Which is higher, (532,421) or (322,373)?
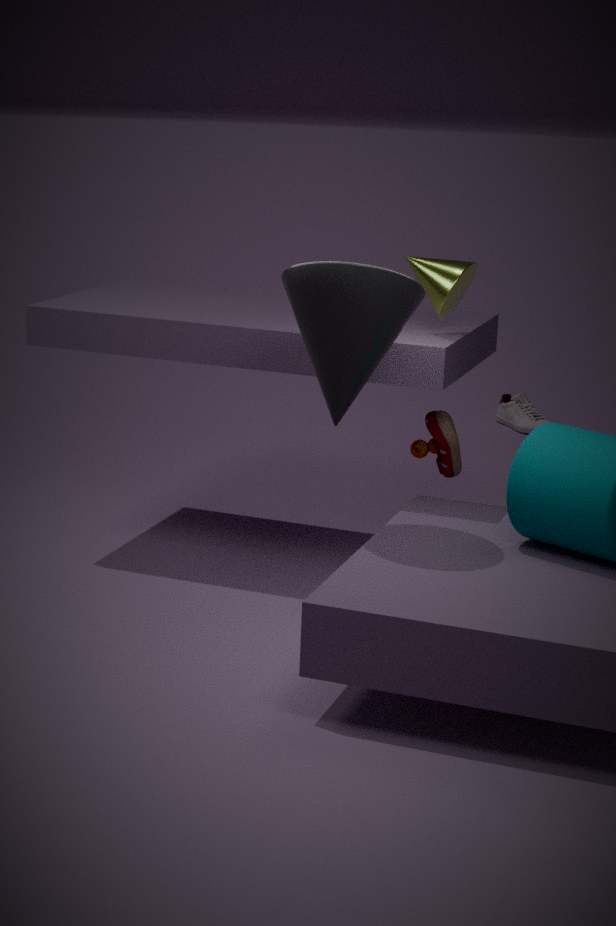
(322,373)
